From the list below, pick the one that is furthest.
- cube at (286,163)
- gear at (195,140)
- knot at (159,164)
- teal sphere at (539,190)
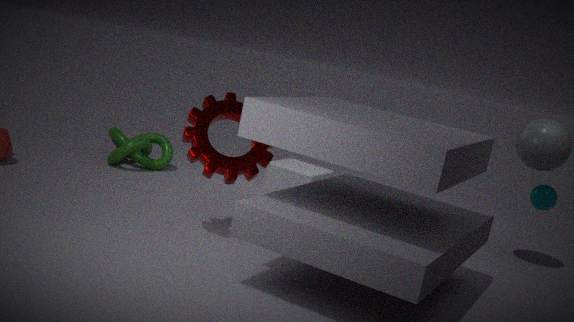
knot at (159,164)
